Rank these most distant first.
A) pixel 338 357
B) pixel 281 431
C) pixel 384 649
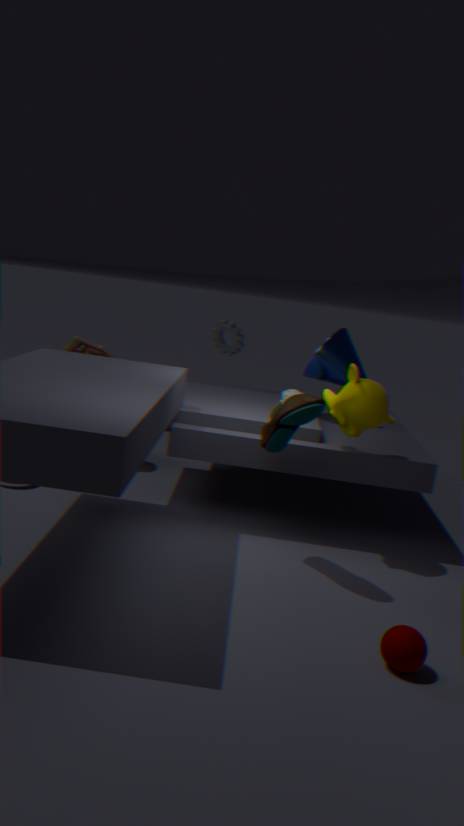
pixel 338 357, pixel 281 431, pixel 384 649
